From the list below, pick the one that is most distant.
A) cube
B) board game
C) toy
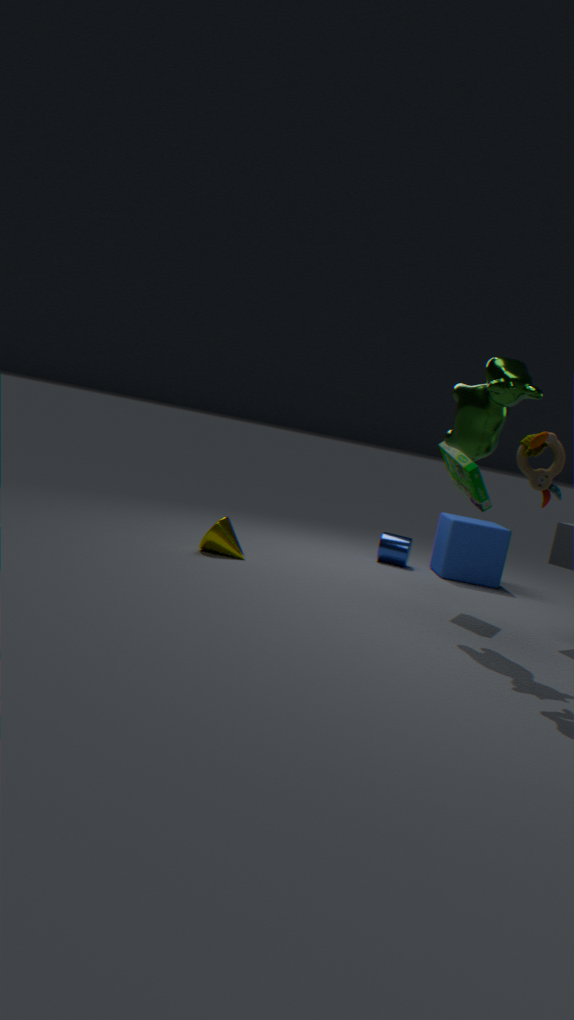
cube
